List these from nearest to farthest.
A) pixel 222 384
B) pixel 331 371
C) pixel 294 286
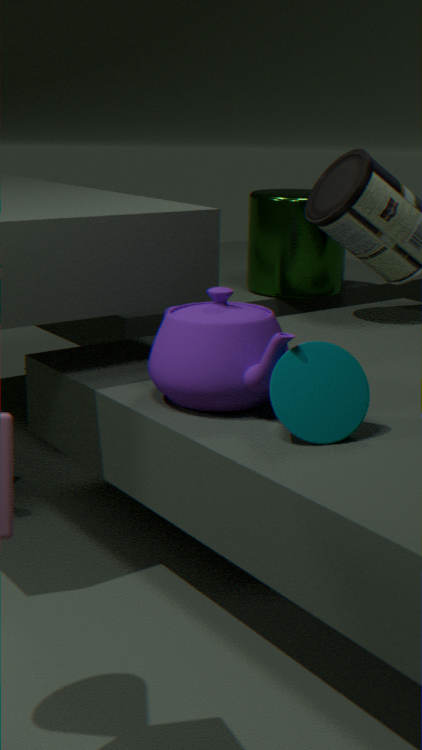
pixel 331 371, pixel 222 384, pixel 294 286
